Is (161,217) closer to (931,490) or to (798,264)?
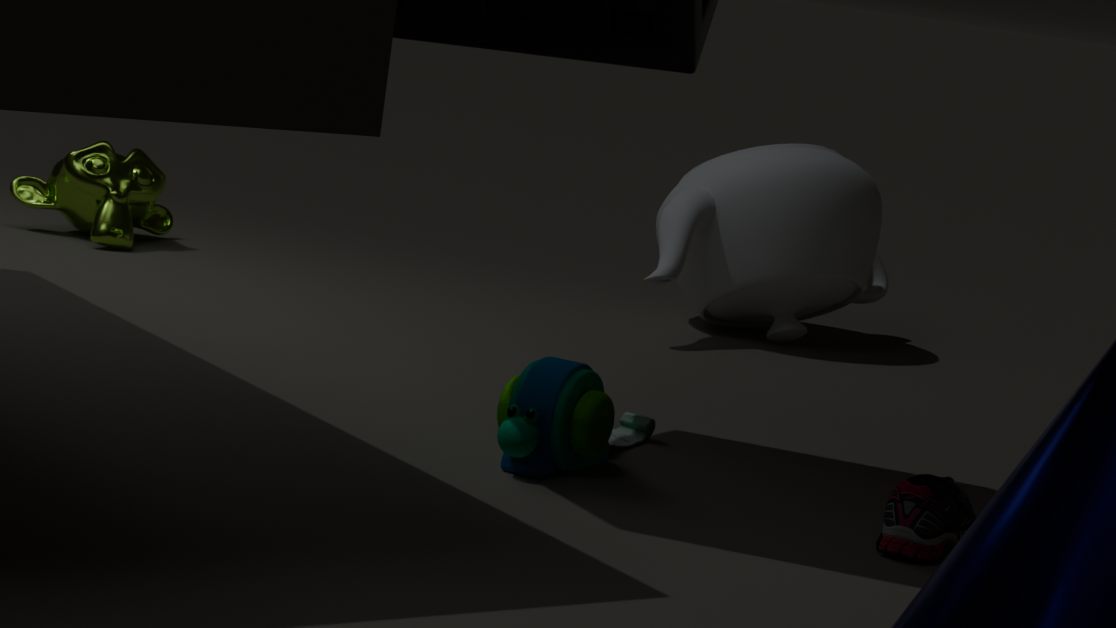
(798,264)
